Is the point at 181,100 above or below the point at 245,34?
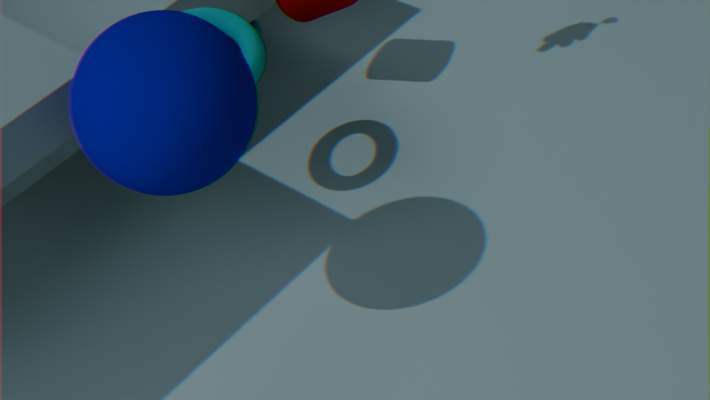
above
